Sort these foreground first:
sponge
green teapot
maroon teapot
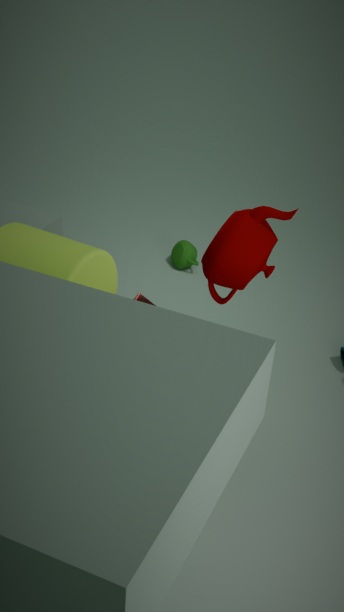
sponge → maroon teapot → green teapot
